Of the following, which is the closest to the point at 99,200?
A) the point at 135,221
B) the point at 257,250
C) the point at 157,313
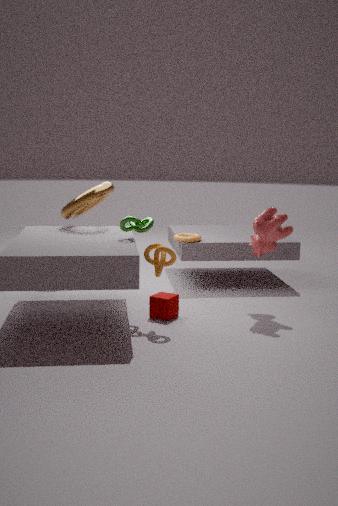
the point at 135,221
